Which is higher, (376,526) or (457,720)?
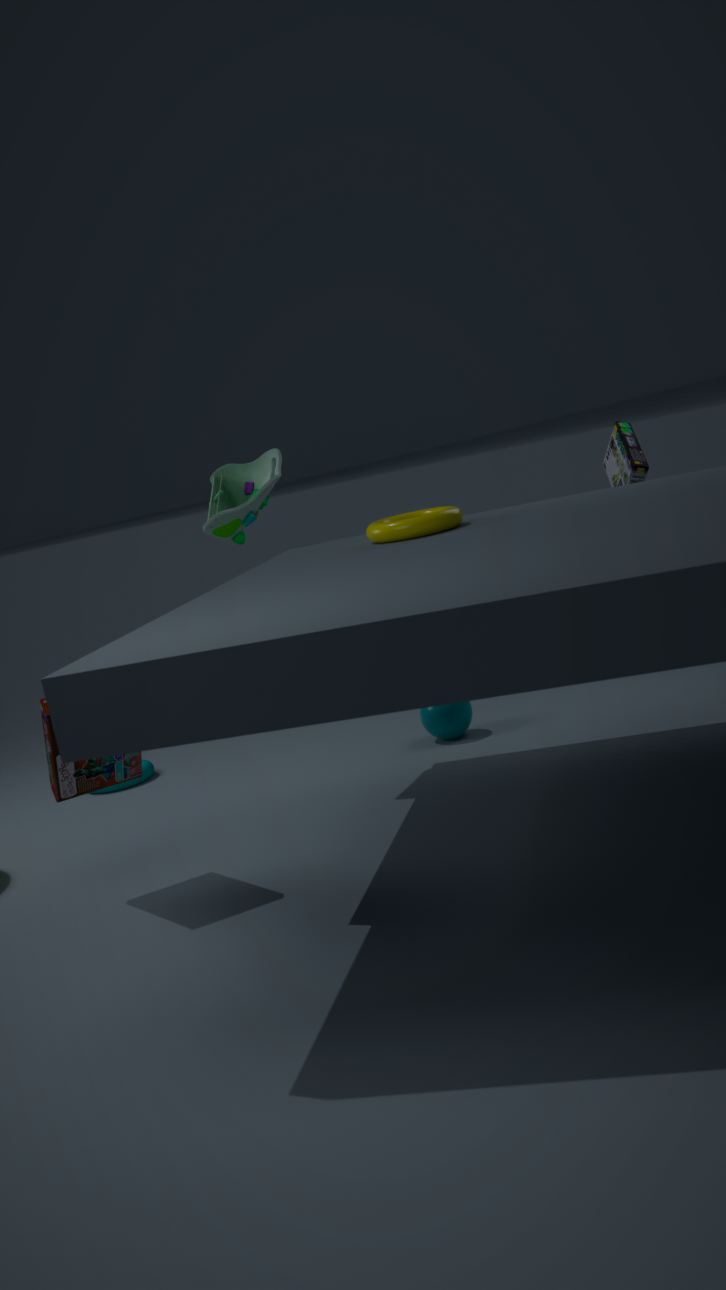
(376,526)
